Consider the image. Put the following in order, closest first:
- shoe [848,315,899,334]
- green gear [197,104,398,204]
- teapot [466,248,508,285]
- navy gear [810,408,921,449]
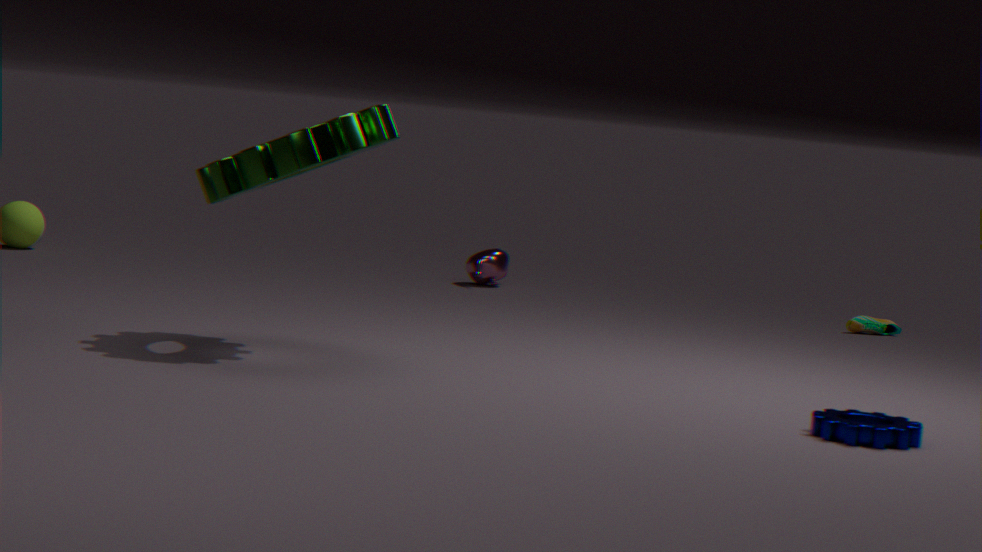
navy gear [810,408,921,449]
green gear [197,104,398,204]
shoe [848,315,899,334]
teapot [466,248,508,285]
